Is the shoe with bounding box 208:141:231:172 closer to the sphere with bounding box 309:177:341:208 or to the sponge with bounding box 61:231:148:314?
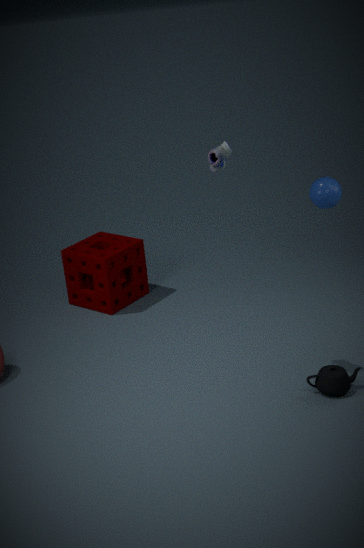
the sphere with bounding box 309:177:341:208
